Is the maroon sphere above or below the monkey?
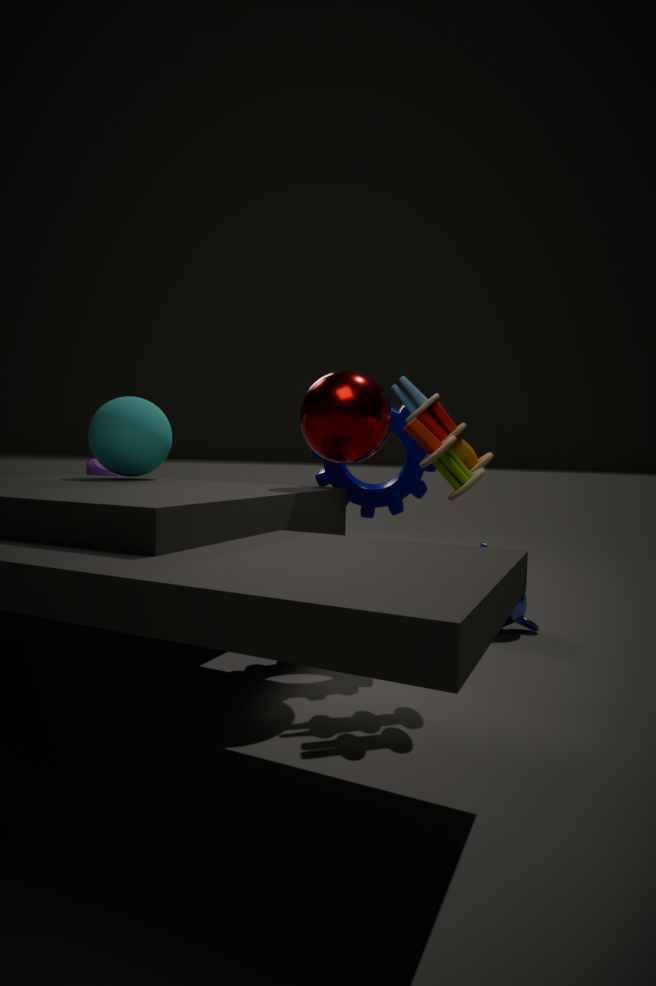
above
